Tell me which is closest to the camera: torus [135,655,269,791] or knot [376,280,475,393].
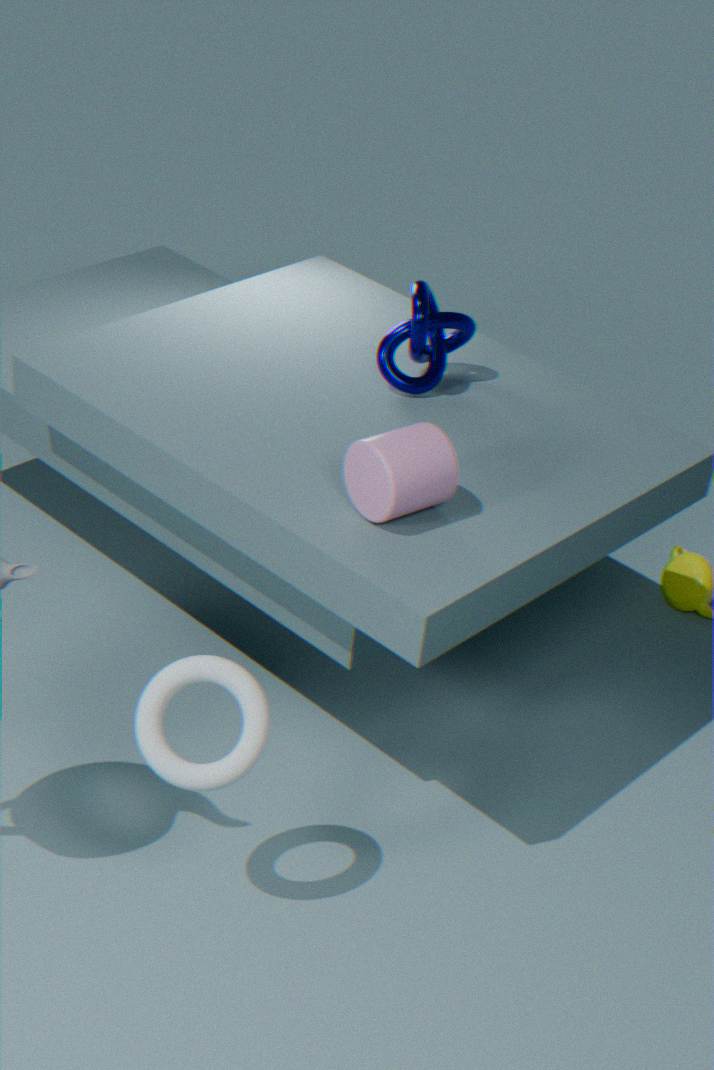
torus [135,655,269,791]
